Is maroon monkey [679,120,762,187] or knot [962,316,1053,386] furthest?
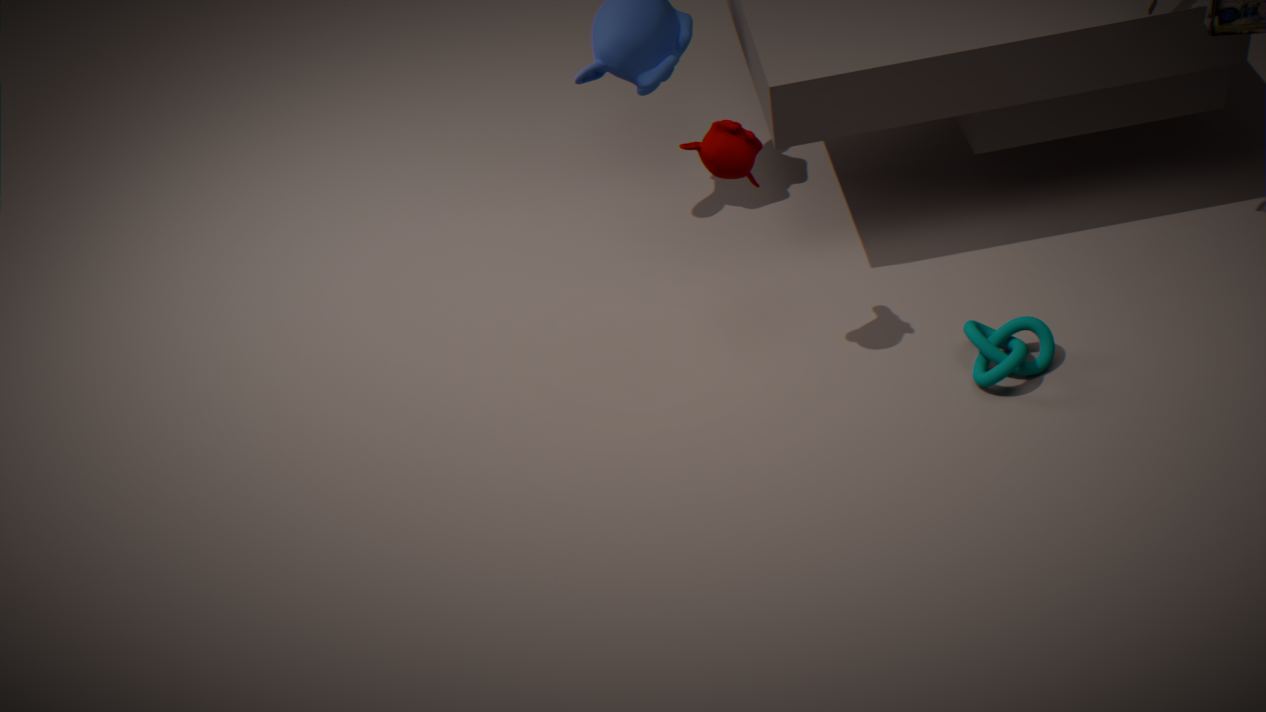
knot [962,316,1053,386]
